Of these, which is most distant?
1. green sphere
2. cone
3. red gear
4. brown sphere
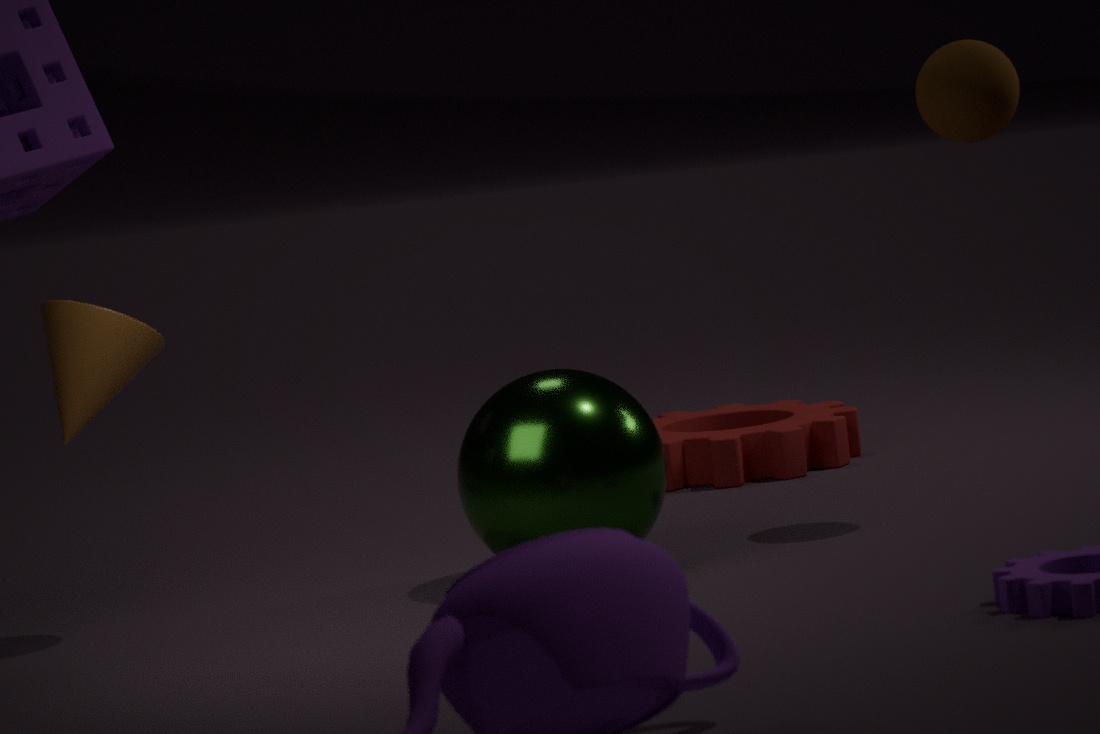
red gear
